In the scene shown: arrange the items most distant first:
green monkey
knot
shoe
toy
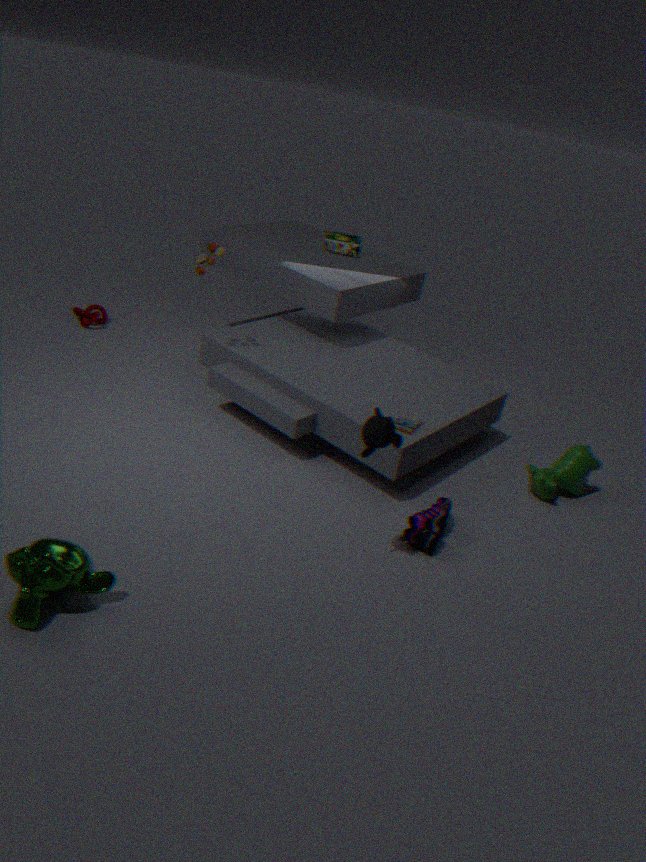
knot → toy → shoe → green monkey
